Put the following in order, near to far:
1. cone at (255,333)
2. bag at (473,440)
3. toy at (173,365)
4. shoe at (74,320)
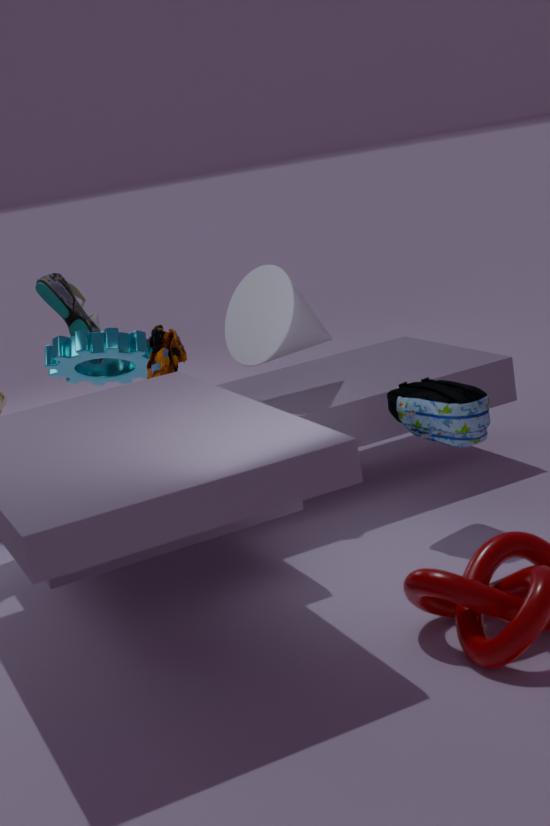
1. bag at (473,440)
2. cone at (255,333)
3. toy at (173,365)
4. shoe at (74,320)
